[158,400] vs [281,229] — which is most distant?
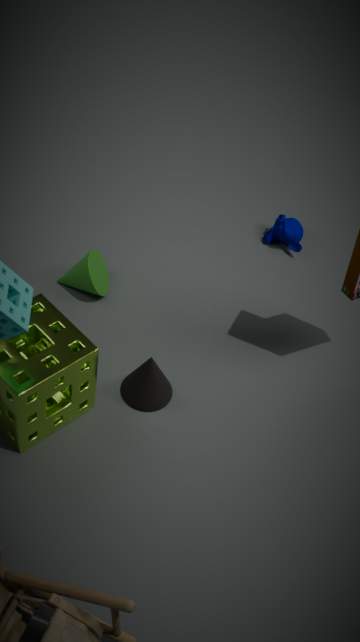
[281,229]
